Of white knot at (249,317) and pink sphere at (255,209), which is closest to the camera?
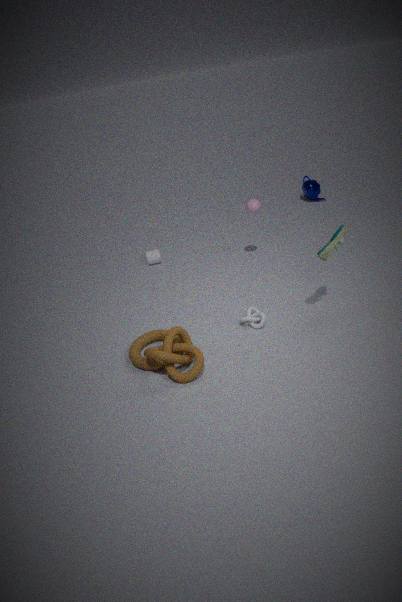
white knot at (249,317)
